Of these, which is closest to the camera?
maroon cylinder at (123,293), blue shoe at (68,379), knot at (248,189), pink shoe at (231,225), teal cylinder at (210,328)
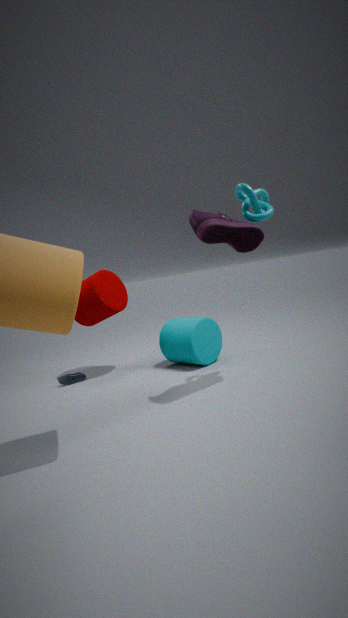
pink shoe at (231,225)
